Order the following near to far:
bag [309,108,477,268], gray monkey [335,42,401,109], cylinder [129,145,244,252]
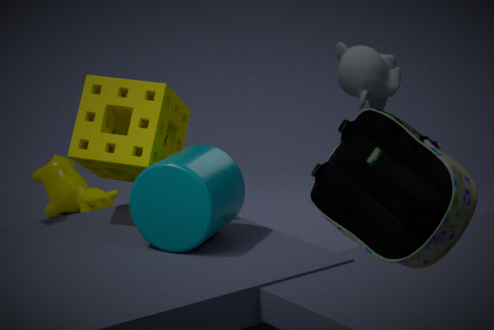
bag [309,108,477,268]
cylinder [129,145,244,252]
gray monkey [335,42,401,109]
